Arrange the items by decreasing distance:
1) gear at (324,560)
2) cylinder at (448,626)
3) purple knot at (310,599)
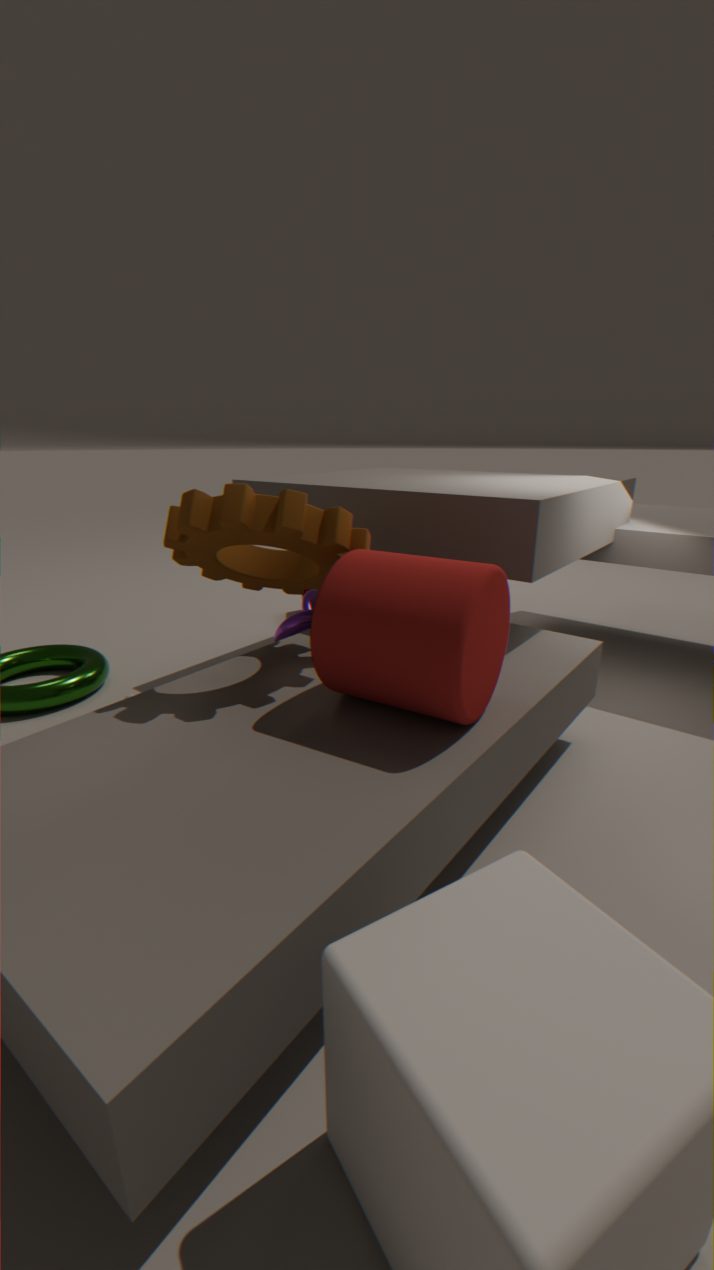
3. purple knot at (310,599) < 1. gear at (324,560) < 2. cylinder at (448,626)
